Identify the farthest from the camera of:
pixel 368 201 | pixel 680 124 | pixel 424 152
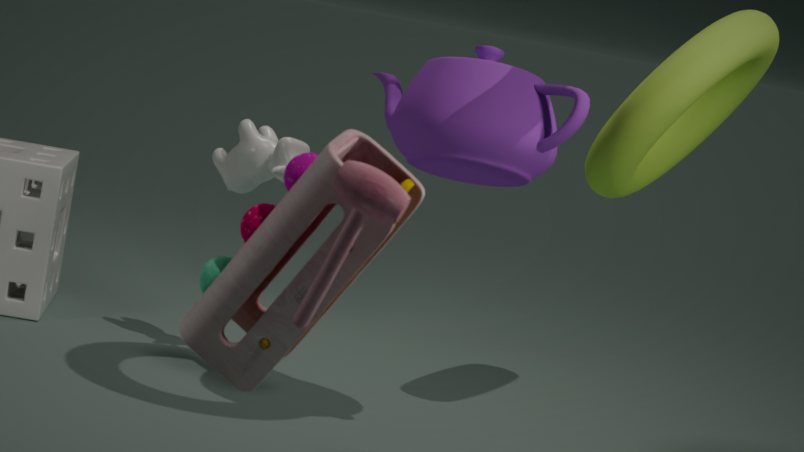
pixel 680 124
